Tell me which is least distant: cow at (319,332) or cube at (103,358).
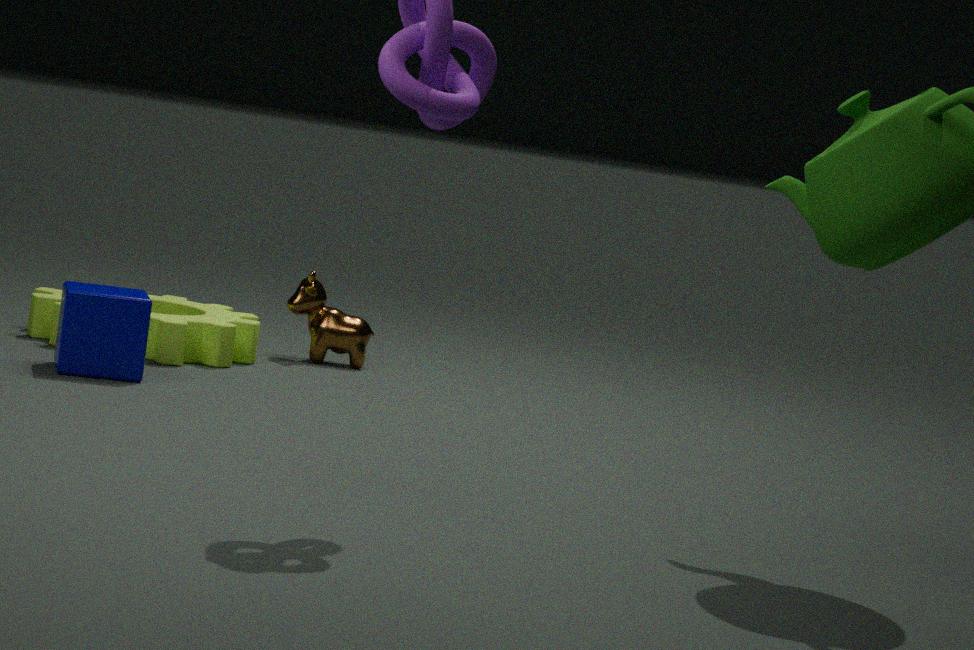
cube at (103,358)
